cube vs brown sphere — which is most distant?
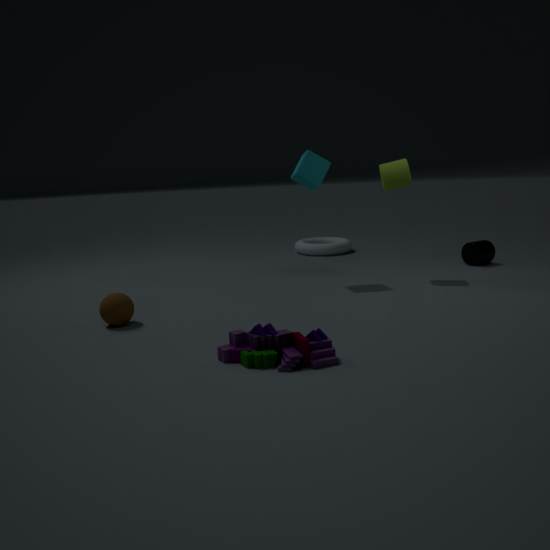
cube
